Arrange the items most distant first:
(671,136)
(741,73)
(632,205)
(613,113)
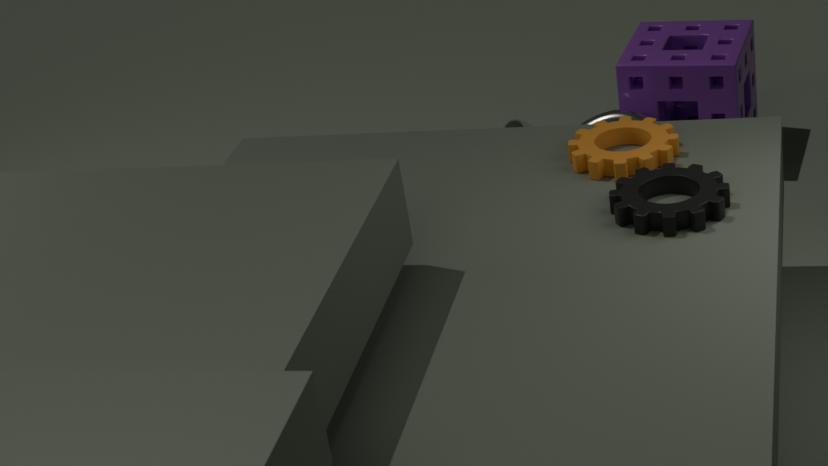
(613,113) < (741,73) < (671,136) < (632,205)
